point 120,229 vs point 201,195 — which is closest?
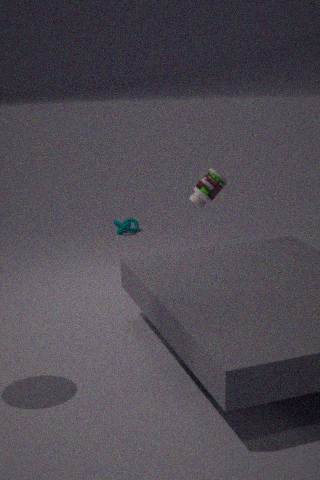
point 201,195
